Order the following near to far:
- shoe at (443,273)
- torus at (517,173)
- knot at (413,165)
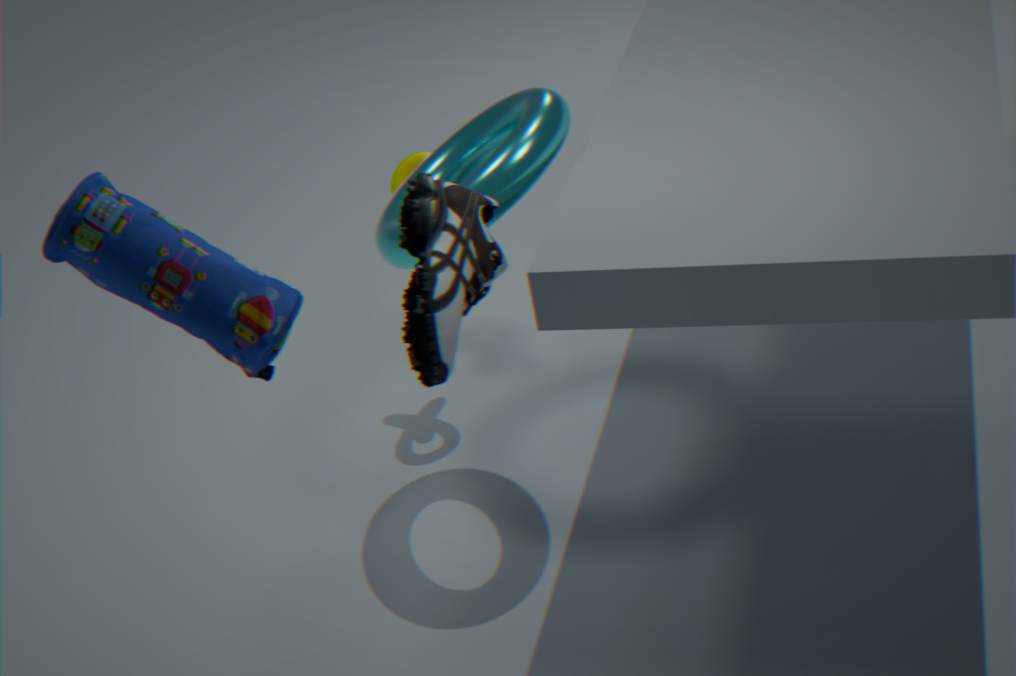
shoe at (443,273), torus at (517,173), knot at (413,165)
